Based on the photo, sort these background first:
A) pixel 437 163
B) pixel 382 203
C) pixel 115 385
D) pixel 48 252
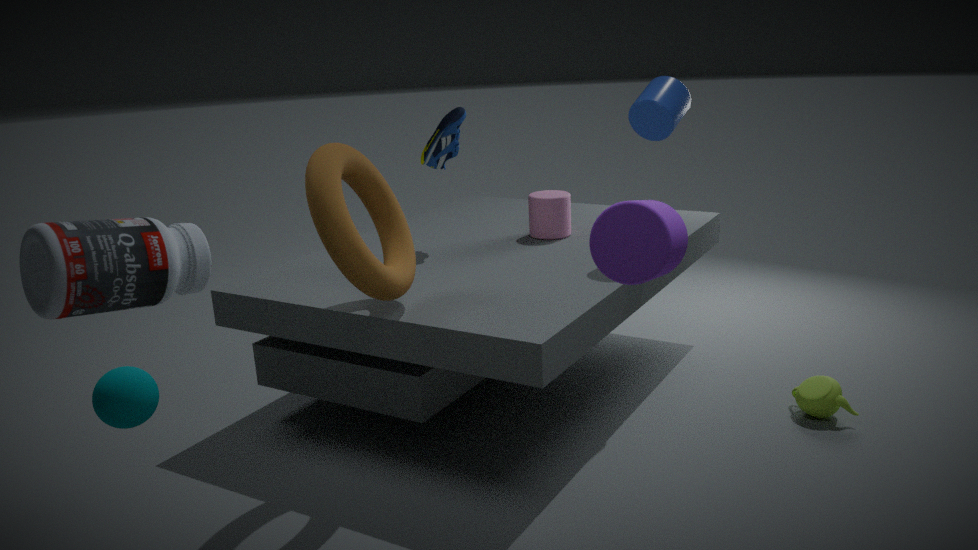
pixel 437 163
pixel 382 203
pixel 115 385
pixel 48 252
